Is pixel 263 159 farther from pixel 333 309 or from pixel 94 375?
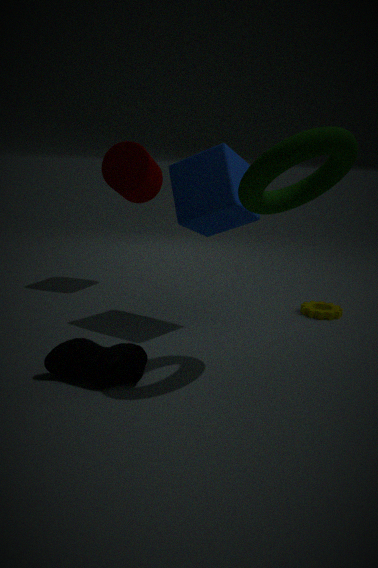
pixel 333 309
